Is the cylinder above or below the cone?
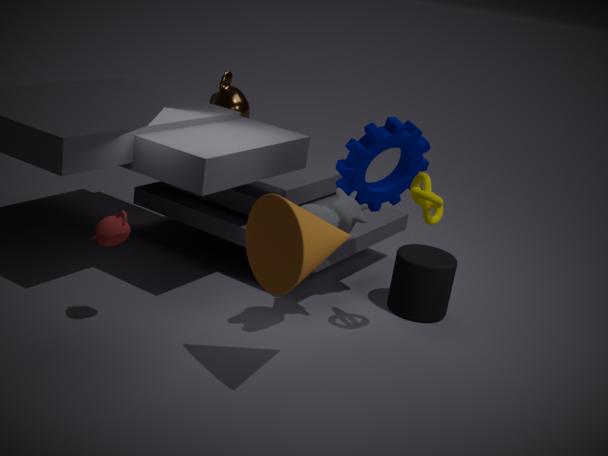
below
